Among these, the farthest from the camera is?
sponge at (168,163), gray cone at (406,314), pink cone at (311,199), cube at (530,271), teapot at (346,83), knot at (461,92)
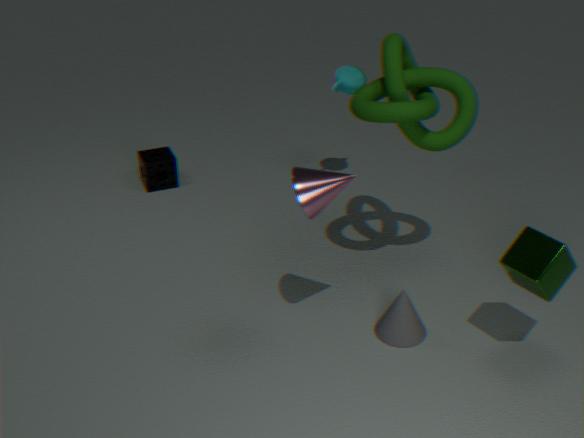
sponge at (168,163)
